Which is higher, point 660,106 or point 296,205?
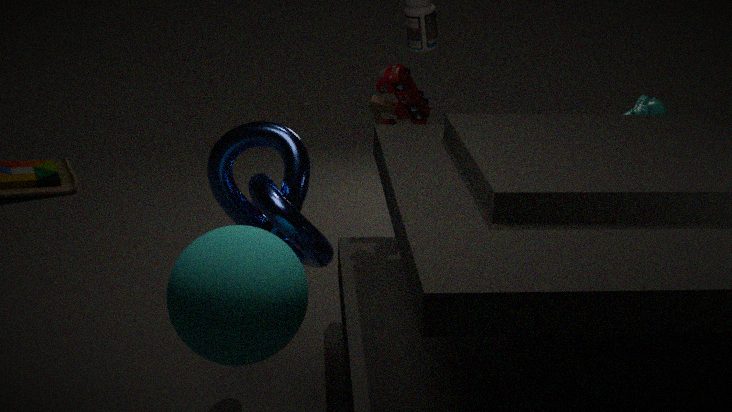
point 660,106
